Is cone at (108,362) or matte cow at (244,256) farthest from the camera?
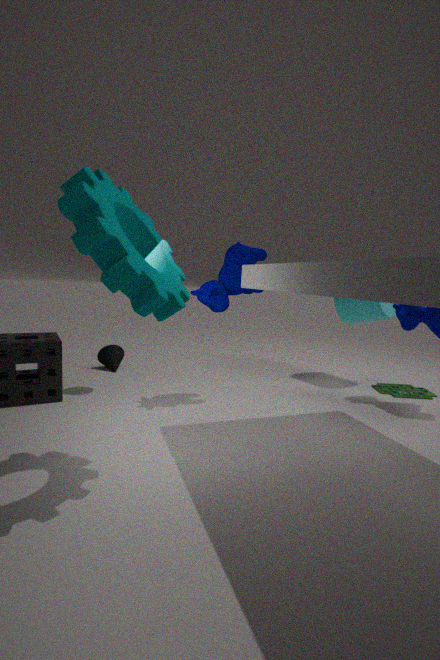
cone at (108,362)
